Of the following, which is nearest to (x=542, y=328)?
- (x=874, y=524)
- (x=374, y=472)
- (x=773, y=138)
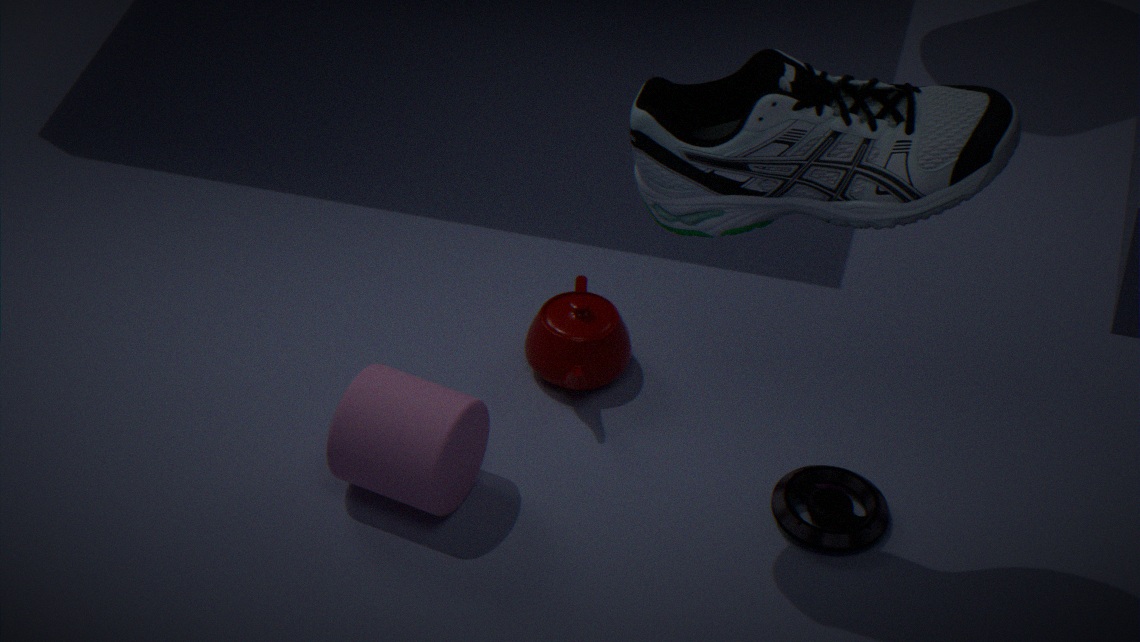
(x=374, y=472)
